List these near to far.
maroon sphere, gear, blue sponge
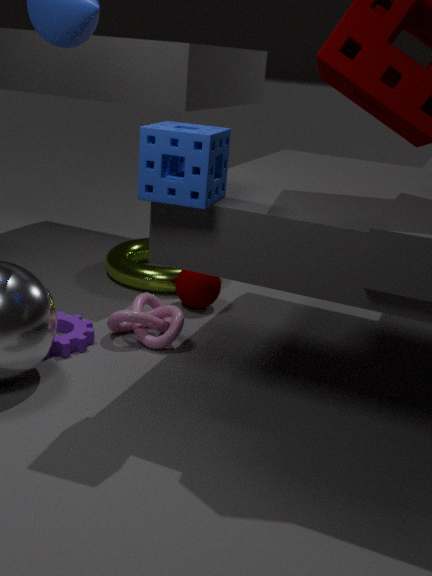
blue sponge
gear
maroon sphere
